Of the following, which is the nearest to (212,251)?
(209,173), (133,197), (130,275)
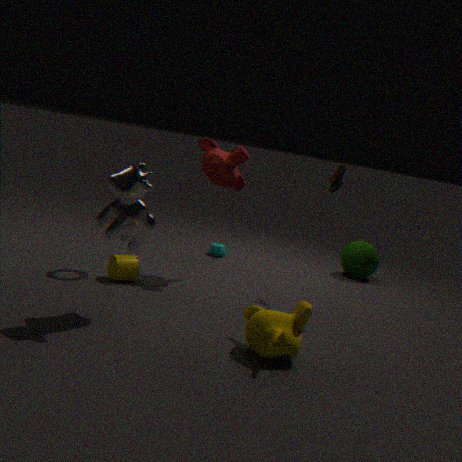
(209,173)
